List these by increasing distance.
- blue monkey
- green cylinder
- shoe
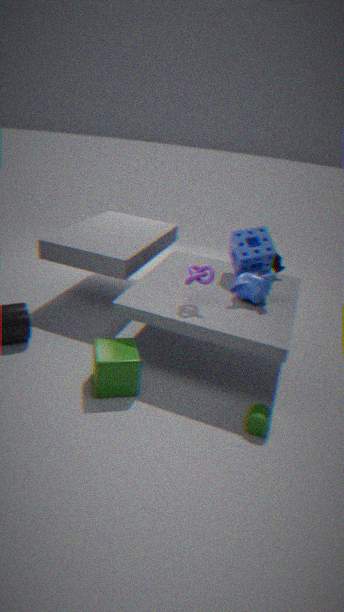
green cylinder → blue monkey → shoe
